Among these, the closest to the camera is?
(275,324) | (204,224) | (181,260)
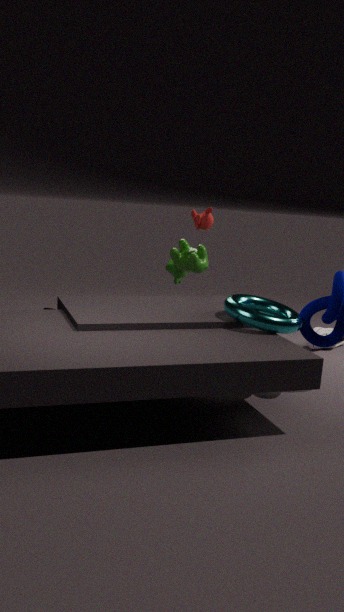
(275,324)
